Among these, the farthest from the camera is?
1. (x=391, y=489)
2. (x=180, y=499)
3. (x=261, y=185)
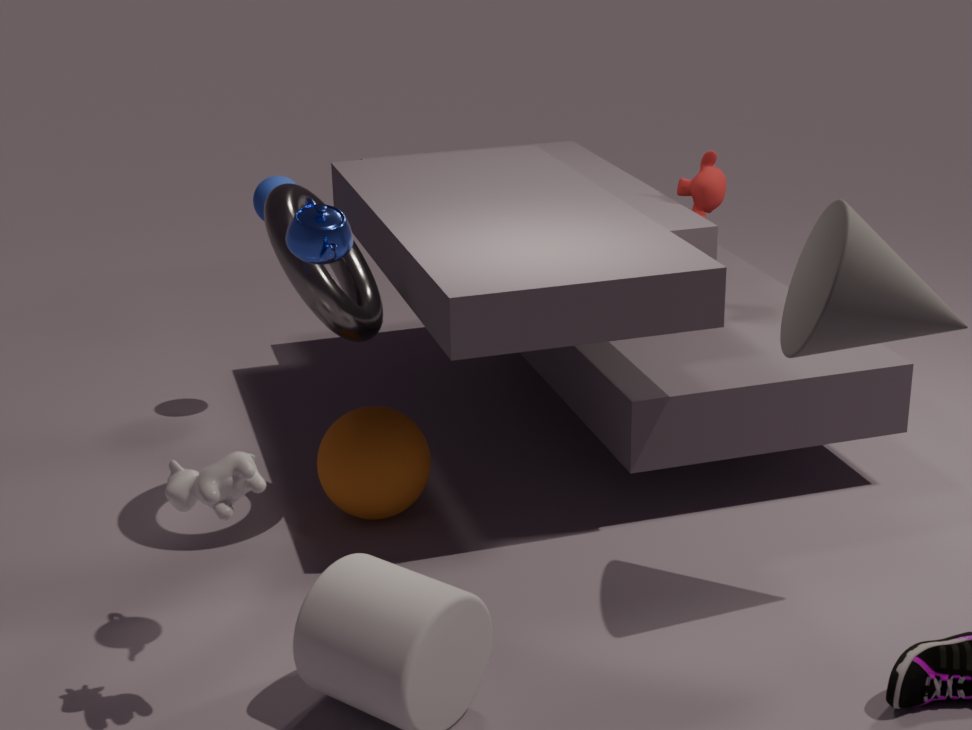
(x=261, y=185)
